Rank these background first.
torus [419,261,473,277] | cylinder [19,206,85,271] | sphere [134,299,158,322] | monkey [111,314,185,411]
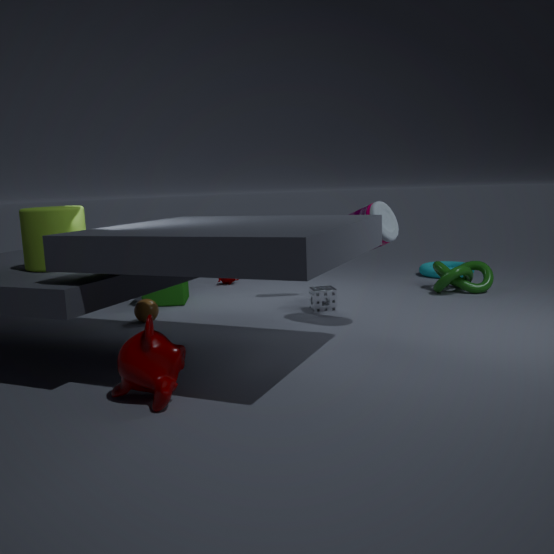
torus [419,261,473,277], sphere [134,299,158,322], cylinder [19,206,85,271], monkey [111,314,185,411]
